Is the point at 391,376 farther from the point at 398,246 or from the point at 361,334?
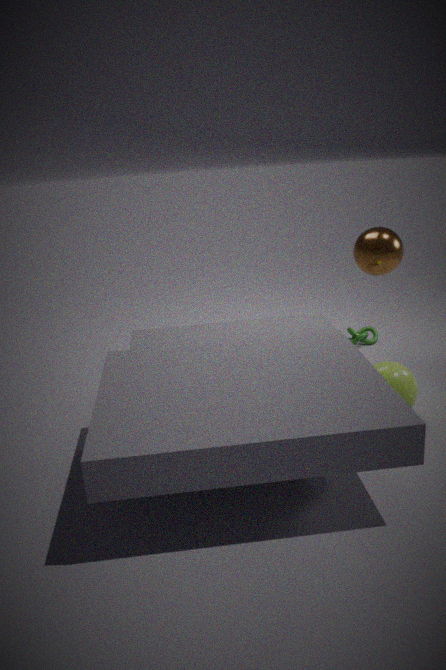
the point at 361,334
